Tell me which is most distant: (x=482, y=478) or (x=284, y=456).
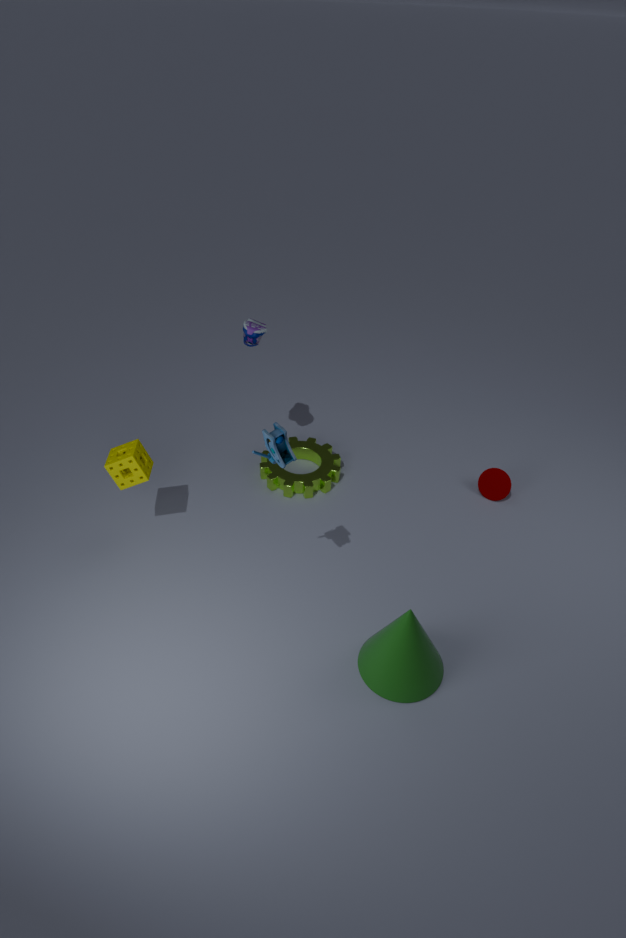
(x=482, y=478)
